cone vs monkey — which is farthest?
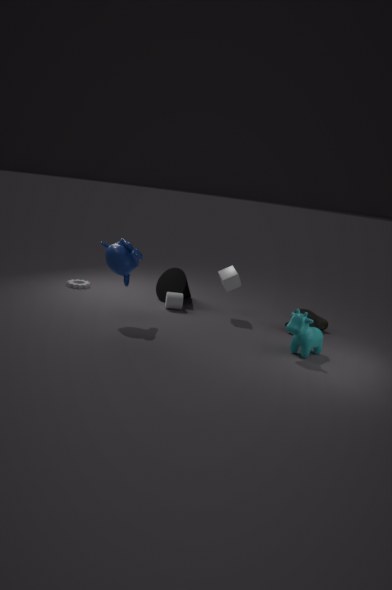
cone
